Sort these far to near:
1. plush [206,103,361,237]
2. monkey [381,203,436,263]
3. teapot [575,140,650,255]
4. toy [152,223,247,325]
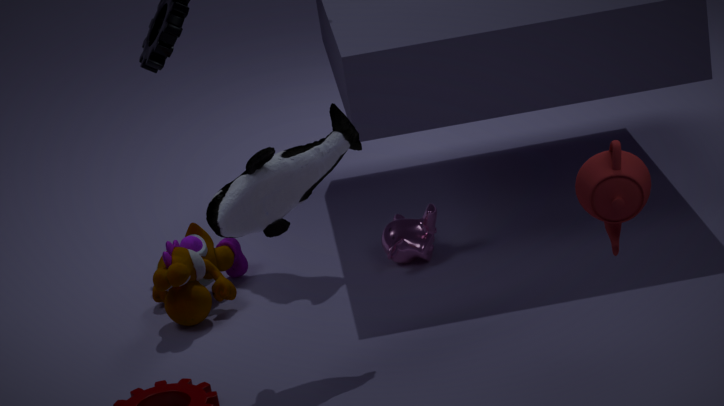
monkey [381,203,436,263] → toy [152,223,247,325] → plush [206,103,361,237] → teapot [575,140,650,255]
